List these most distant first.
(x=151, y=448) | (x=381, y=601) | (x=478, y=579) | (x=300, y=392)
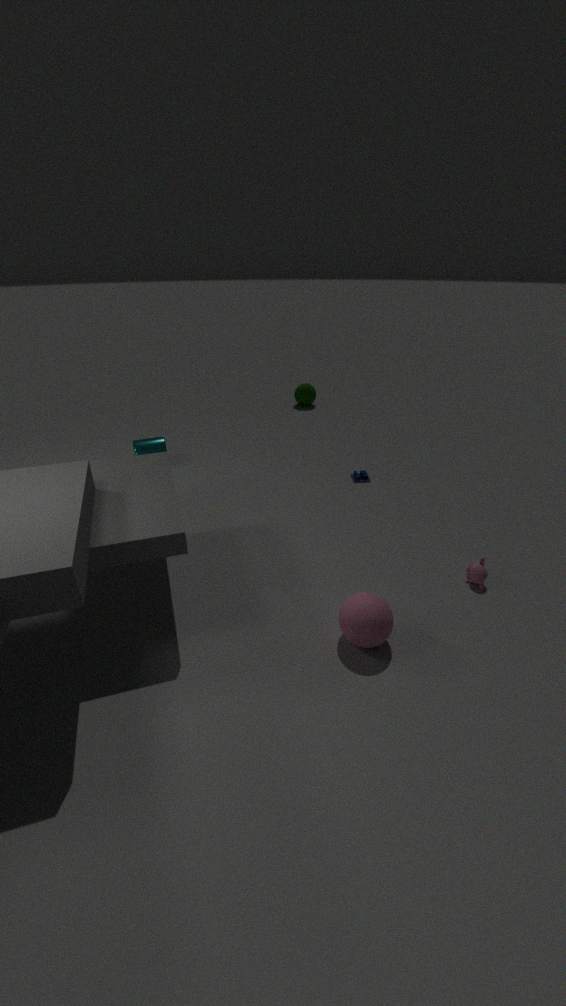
1. (x=300, y=392)
2. (x=151, y=448)
3. (x=478, y=579)
4. (x=381, y=601)
